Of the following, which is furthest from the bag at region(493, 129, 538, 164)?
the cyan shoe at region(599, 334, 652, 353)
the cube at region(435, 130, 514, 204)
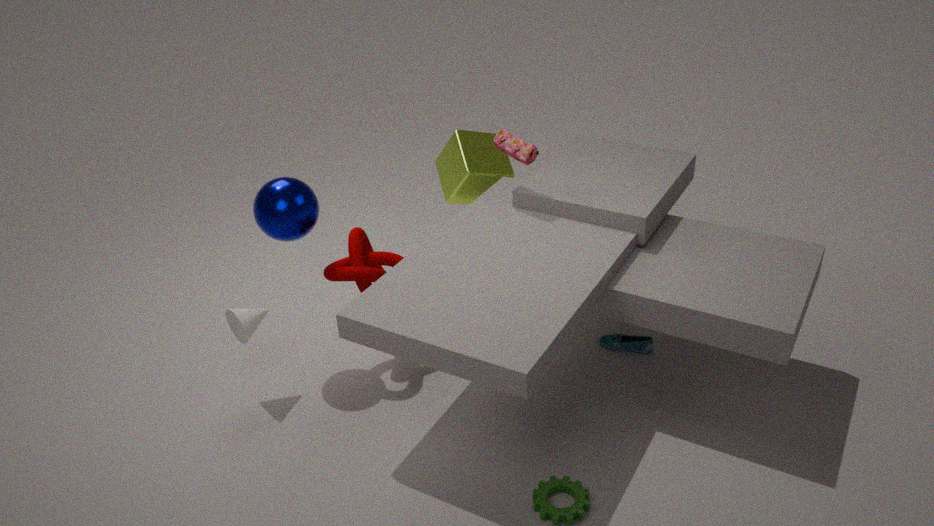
the cyan shoe at region(599, 334, 652, 353)
